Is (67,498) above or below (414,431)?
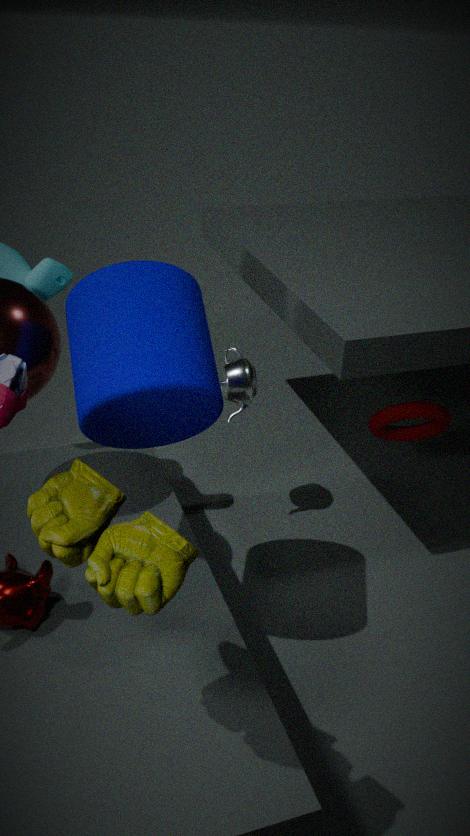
above
